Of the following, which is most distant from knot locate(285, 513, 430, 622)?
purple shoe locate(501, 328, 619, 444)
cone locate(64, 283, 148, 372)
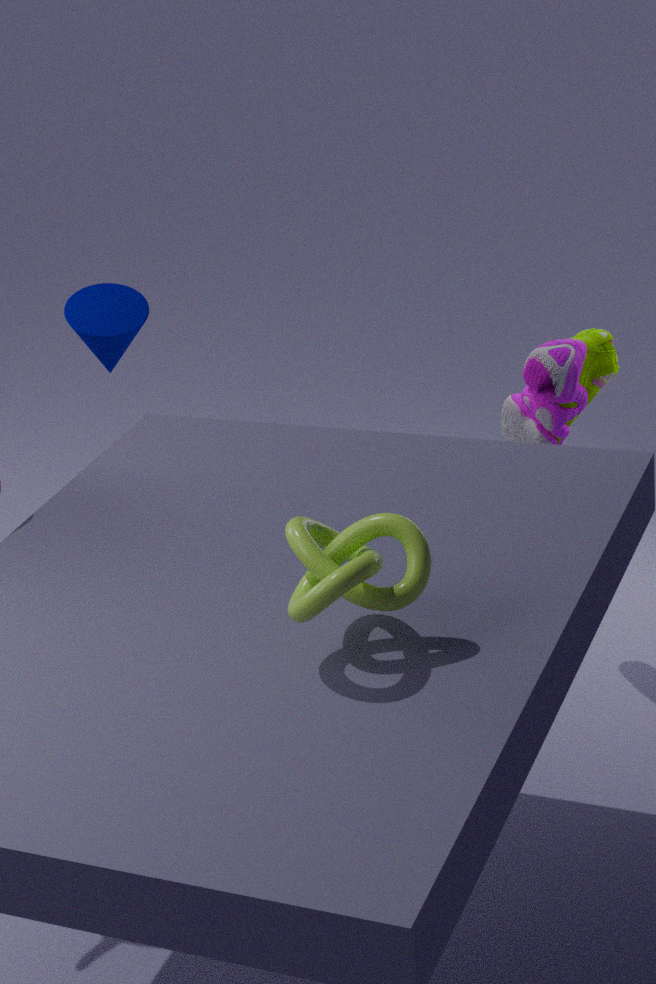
cone locate(64, 283, 148, 372)
